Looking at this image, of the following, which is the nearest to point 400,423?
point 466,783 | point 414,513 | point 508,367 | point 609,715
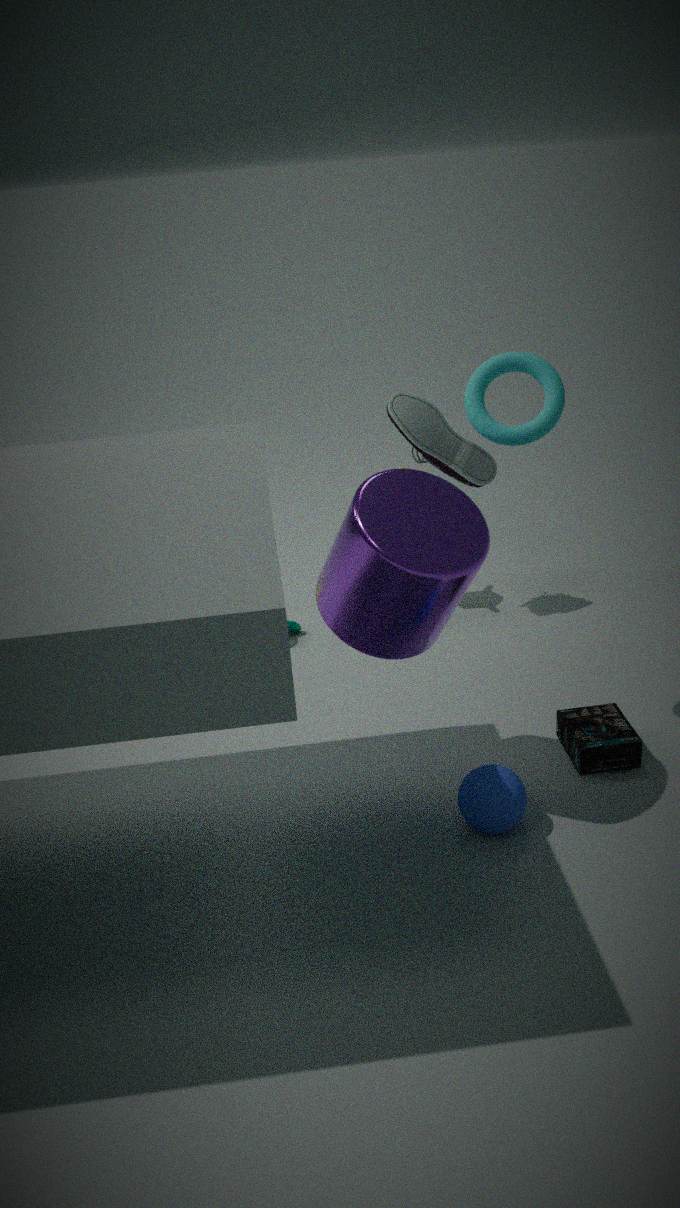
point 508,367
